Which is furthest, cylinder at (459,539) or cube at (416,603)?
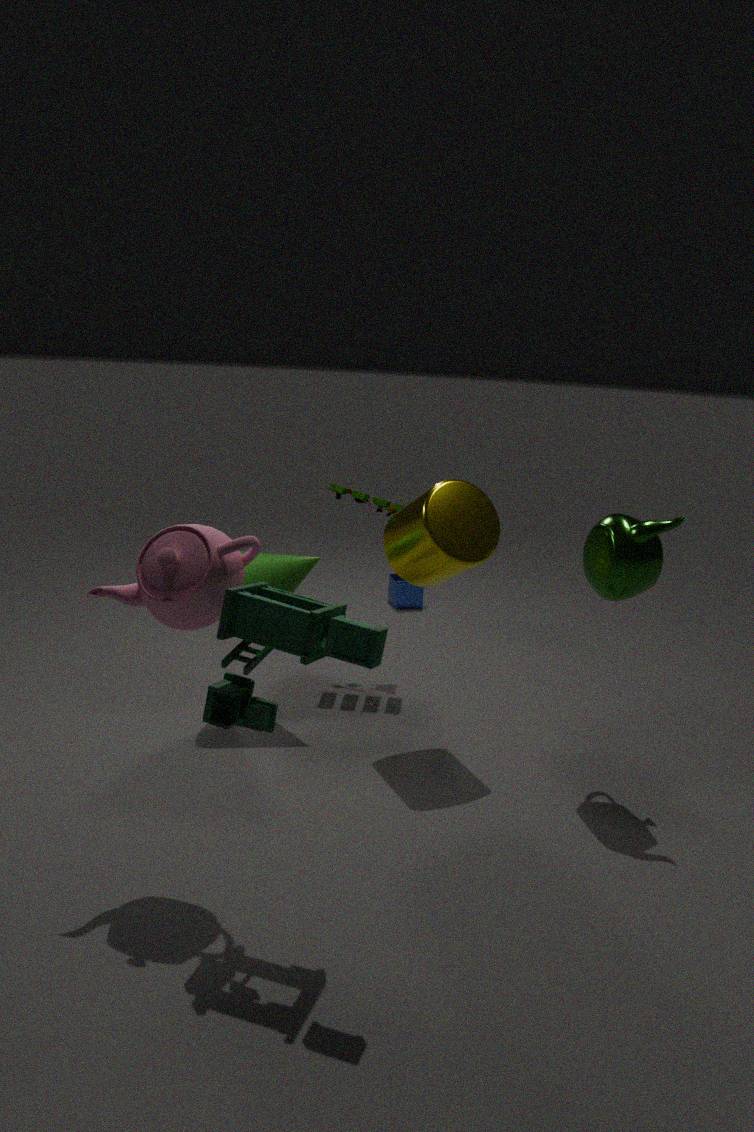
cube at (416,603)
